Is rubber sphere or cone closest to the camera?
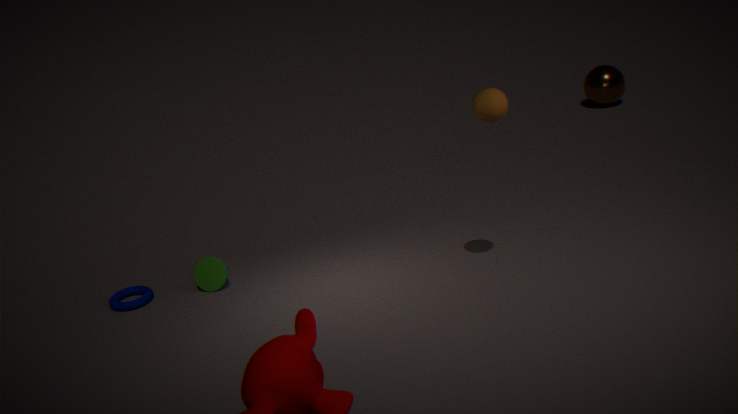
rubber sphere
